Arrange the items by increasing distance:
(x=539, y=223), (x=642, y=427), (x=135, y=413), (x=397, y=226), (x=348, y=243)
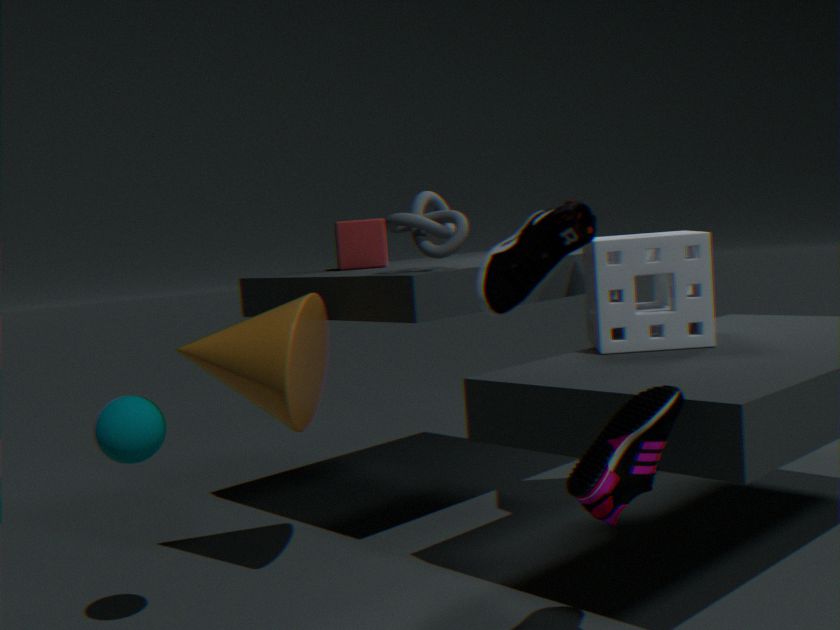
(x=539, y=223) < (x=642, y=427) < (x=135, y=413) < (x=397, y=226) < (x=348, y=243)
